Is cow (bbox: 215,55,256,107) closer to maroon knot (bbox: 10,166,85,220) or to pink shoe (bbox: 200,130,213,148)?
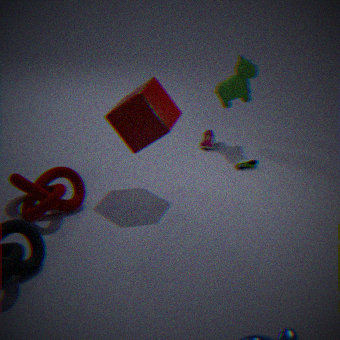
pink shoe (bbox: 200,130,213,148)
